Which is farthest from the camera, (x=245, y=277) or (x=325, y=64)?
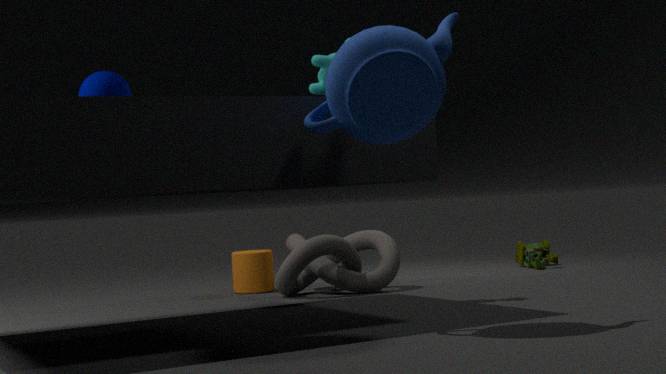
(x=245, y=277)
